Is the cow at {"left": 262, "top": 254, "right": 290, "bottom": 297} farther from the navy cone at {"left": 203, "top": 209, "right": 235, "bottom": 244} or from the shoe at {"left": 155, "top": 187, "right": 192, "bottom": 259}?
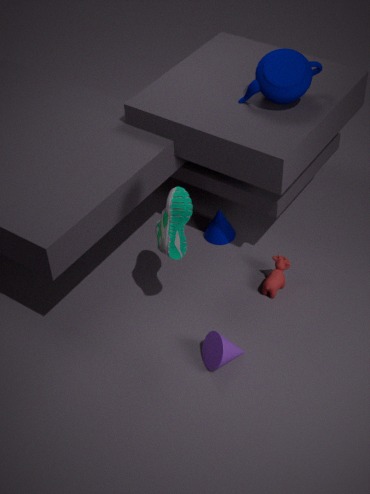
the shoe at {"left": 155, "top": 187, "right": 192, "bottom": 259}
